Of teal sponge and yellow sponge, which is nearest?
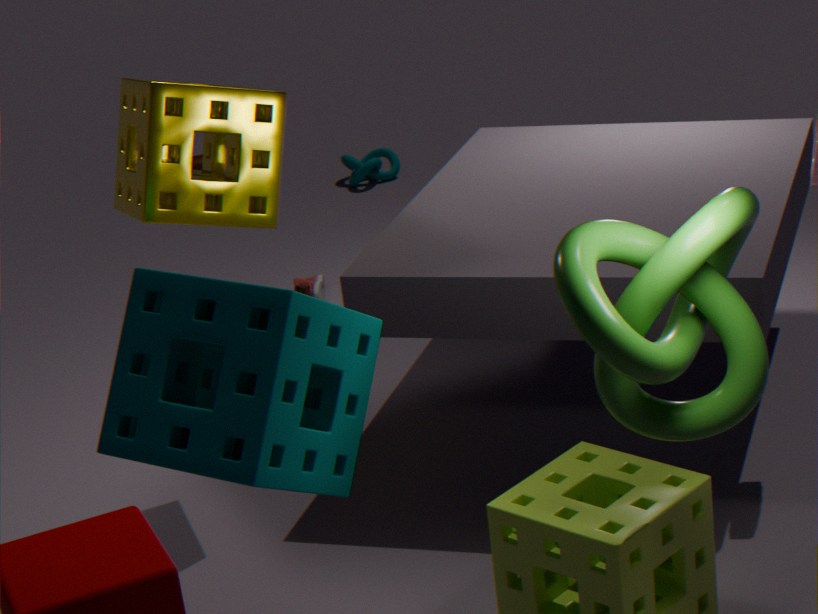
teal sponge
